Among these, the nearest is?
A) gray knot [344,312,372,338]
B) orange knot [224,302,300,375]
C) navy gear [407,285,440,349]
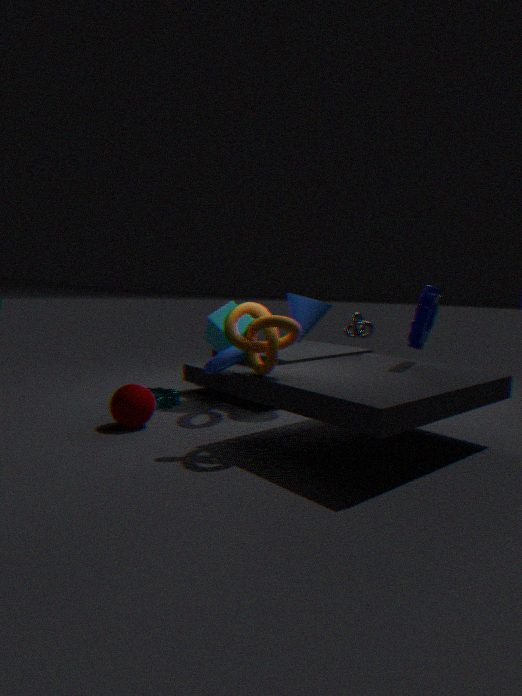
orange knot [224,302,300,375]
